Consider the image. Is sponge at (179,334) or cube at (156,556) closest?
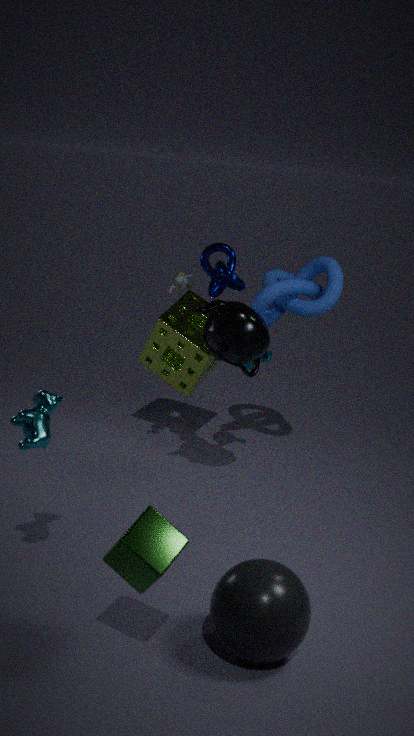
cube at (156,556)
